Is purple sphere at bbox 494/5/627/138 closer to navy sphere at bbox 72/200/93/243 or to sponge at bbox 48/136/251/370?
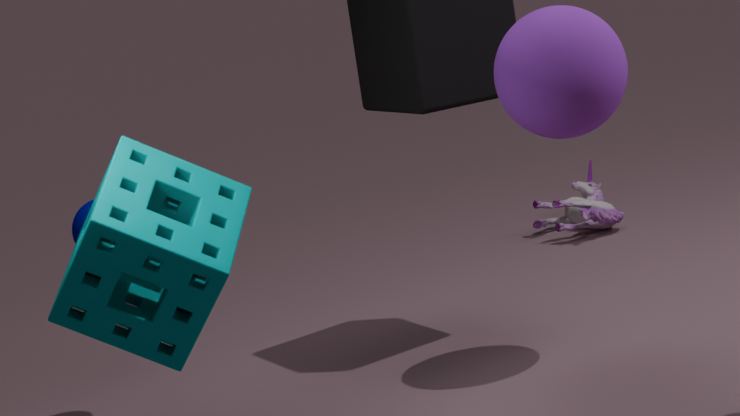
sponge at bbox 48/136/251/370
